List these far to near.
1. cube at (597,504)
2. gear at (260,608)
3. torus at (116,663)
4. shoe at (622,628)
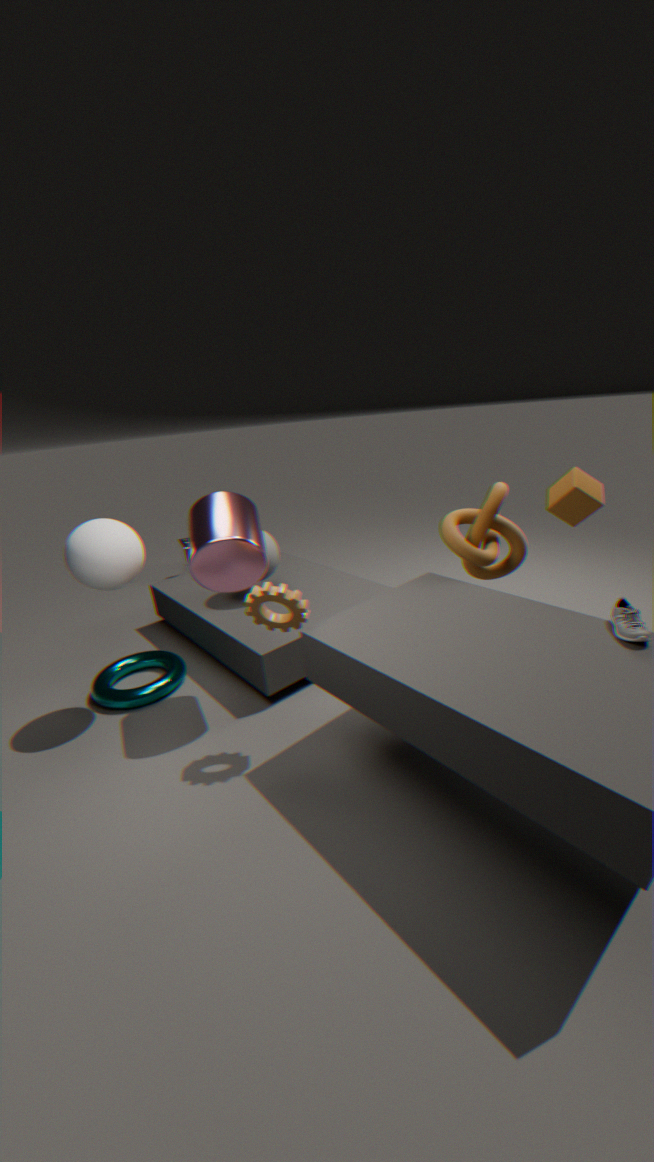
1. torus at (116,663)
2. cube at (597,504)
3. gear at (260,608)
4. shoe at (622,628)
